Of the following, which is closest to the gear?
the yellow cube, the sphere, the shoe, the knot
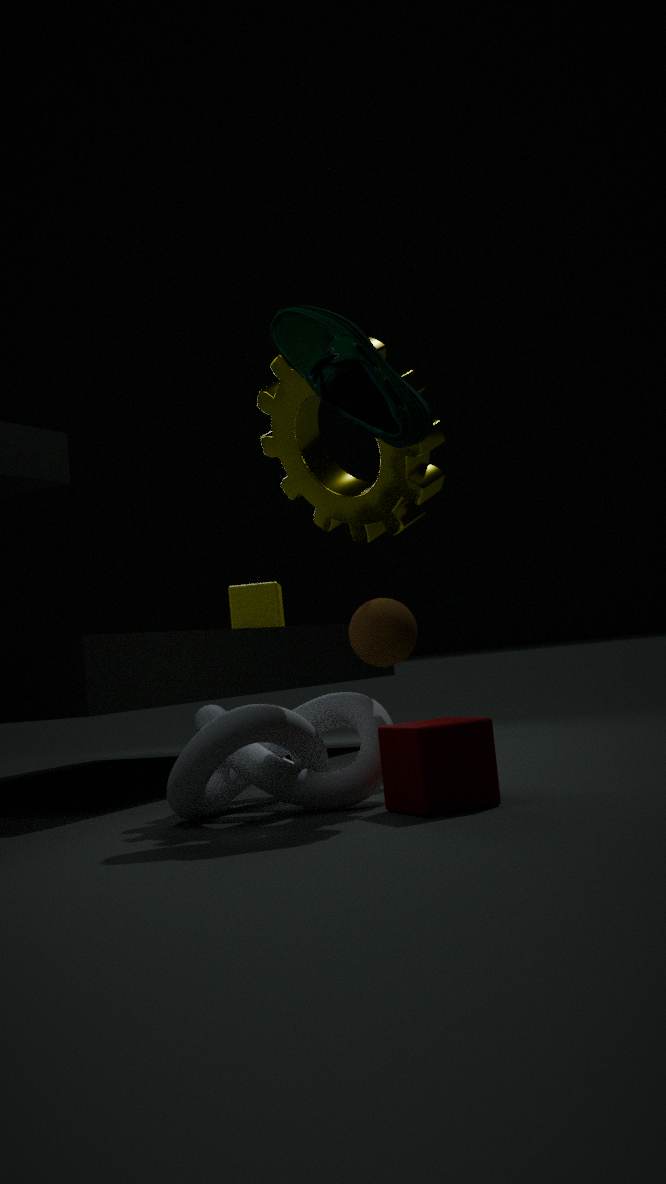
the shoe
